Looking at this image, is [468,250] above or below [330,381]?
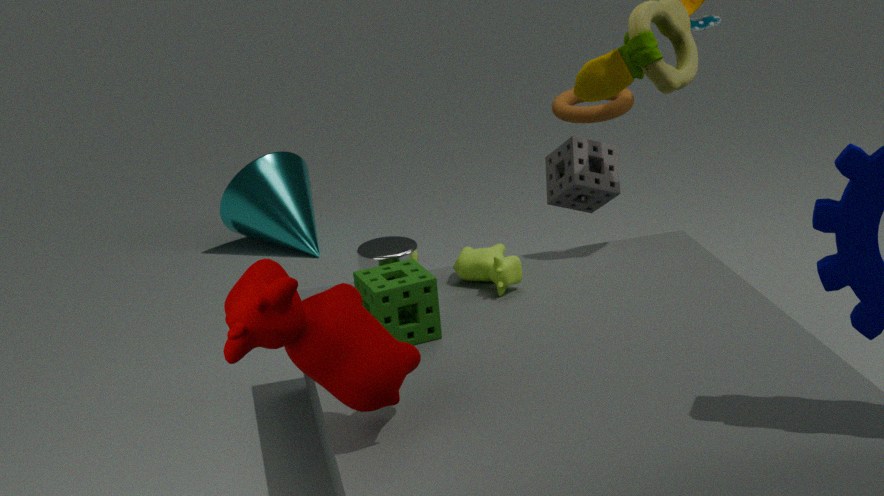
below
